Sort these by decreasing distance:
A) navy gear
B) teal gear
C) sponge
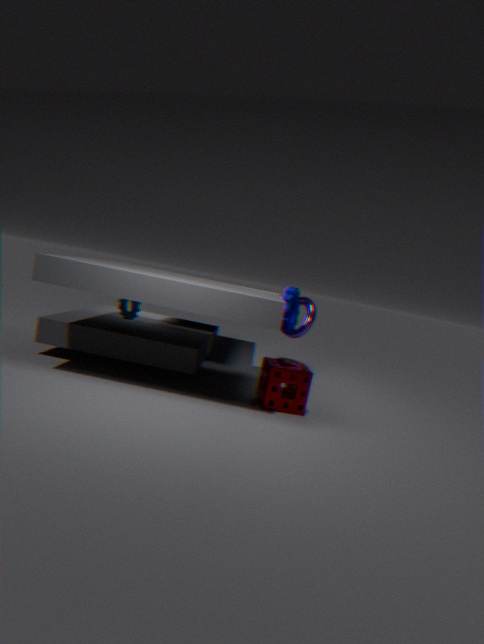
navy gear < teal gear < sponge
